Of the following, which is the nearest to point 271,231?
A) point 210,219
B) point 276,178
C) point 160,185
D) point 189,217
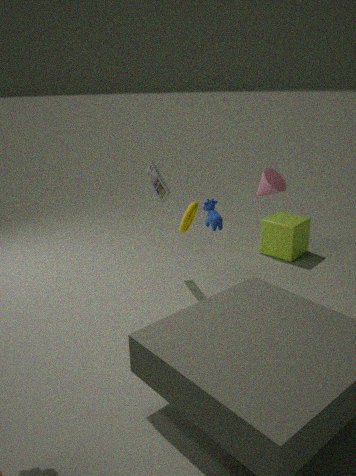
point 210,219
